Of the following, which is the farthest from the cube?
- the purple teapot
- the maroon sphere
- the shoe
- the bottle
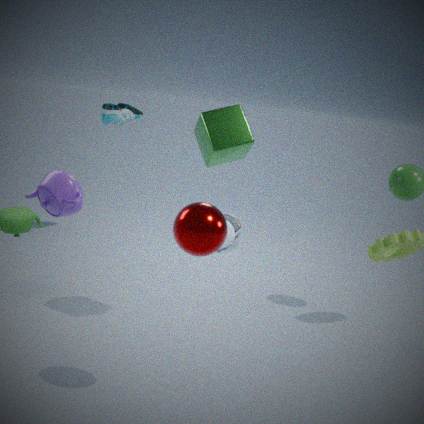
the bottle
